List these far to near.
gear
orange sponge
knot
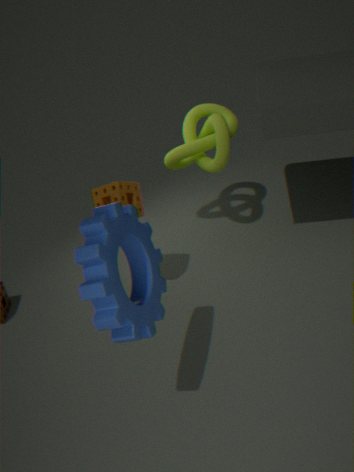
knot
orange sponge
gear
